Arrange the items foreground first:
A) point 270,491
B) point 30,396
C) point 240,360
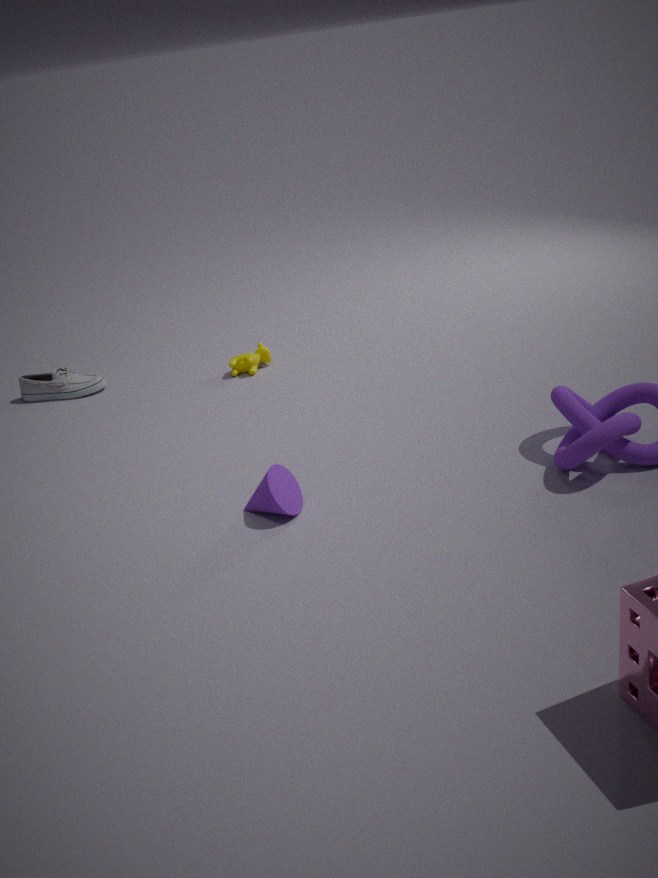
point 270,491 < point 240,360 < point 30,396
